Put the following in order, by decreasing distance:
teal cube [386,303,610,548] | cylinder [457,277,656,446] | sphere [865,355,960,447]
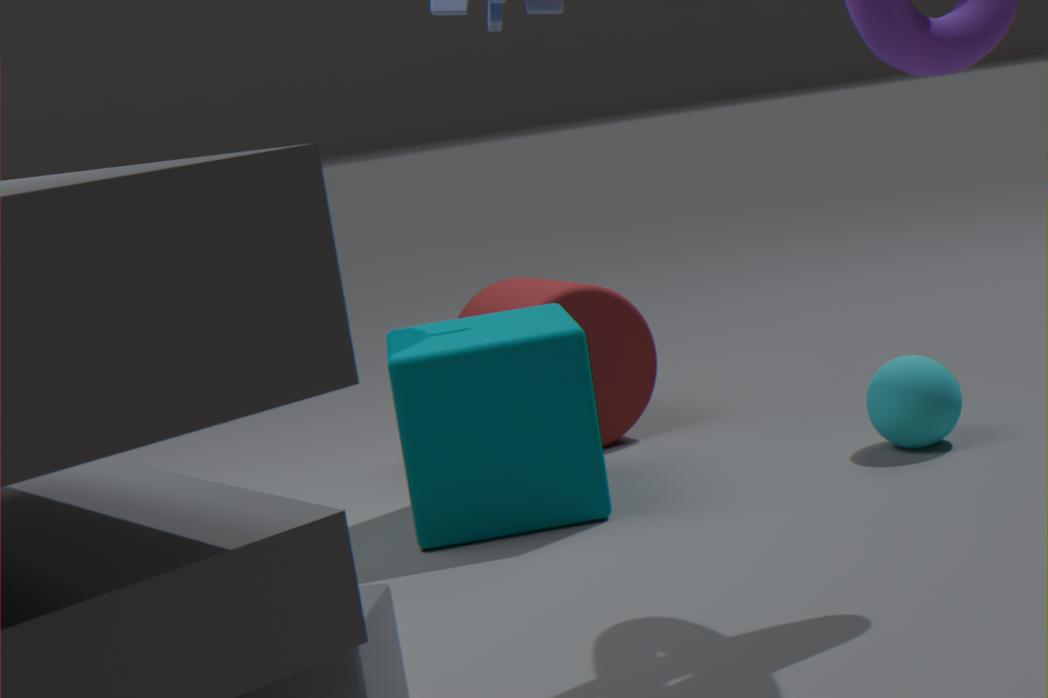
1. cylinder [457,277,656,446]
2. sphere [865,355,960,447]
3. teal cube [386,303,610,548]
